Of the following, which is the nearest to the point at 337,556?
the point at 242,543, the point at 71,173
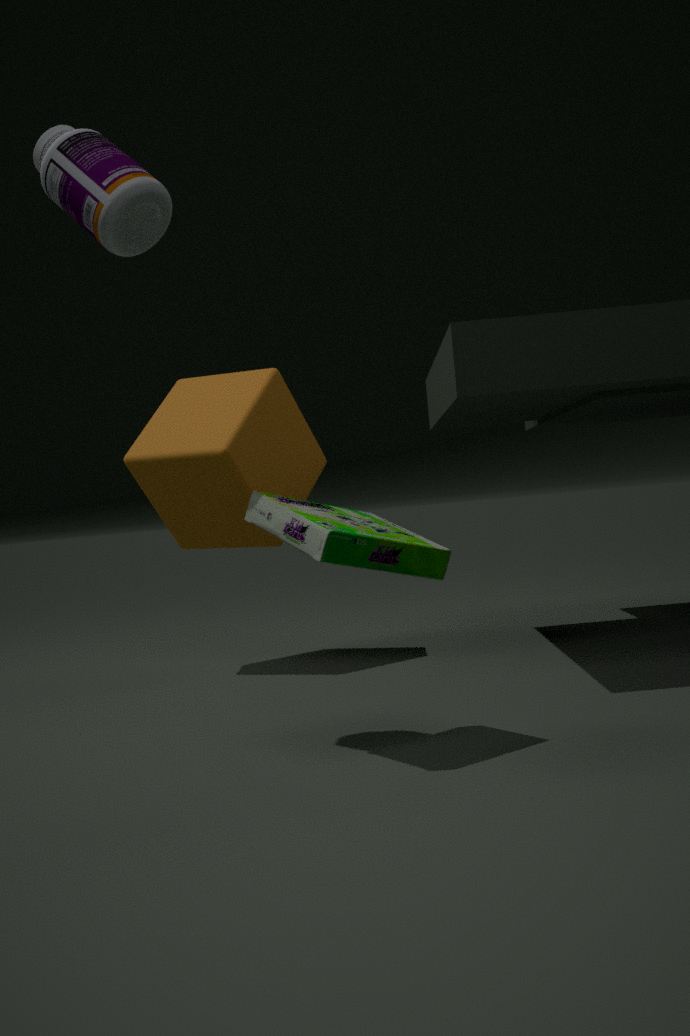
the point at 71,173
